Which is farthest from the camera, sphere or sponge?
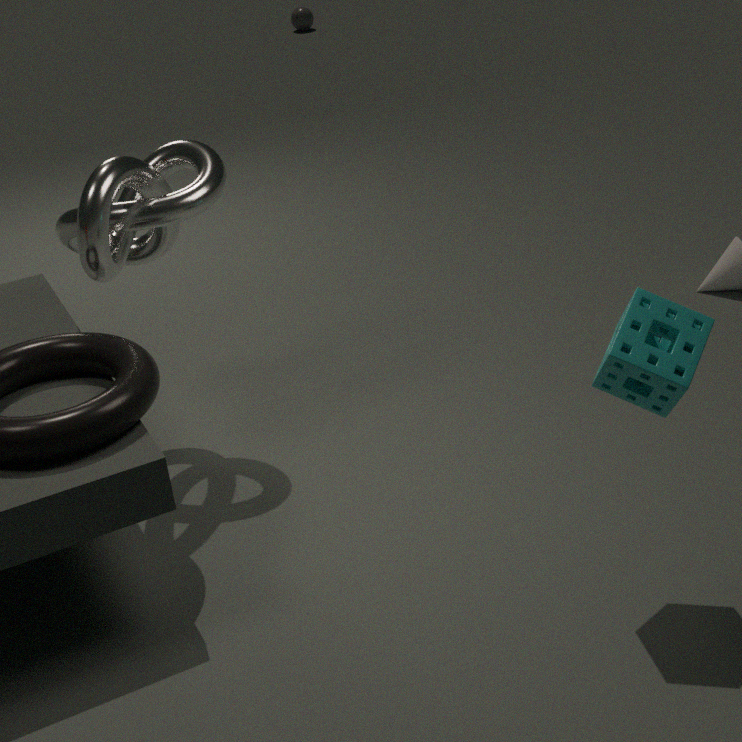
sphere
